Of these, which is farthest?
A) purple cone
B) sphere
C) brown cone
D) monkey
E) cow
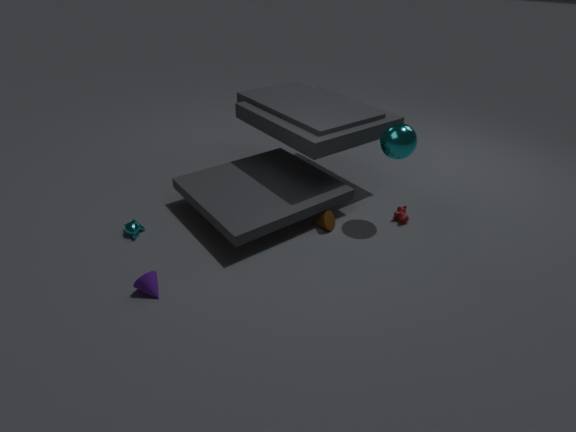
cow
